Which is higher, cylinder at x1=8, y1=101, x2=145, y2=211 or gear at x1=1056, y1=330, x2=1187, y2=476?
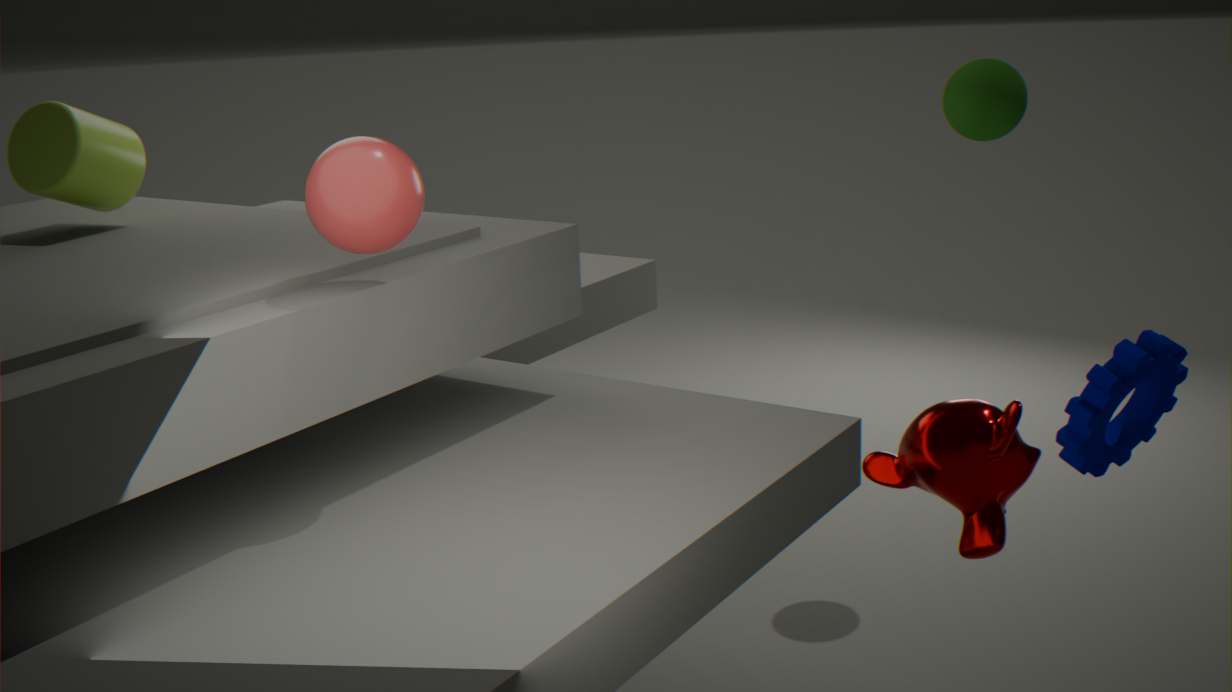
cylinder at x1=8, y1=101, x2=145, y2=211
